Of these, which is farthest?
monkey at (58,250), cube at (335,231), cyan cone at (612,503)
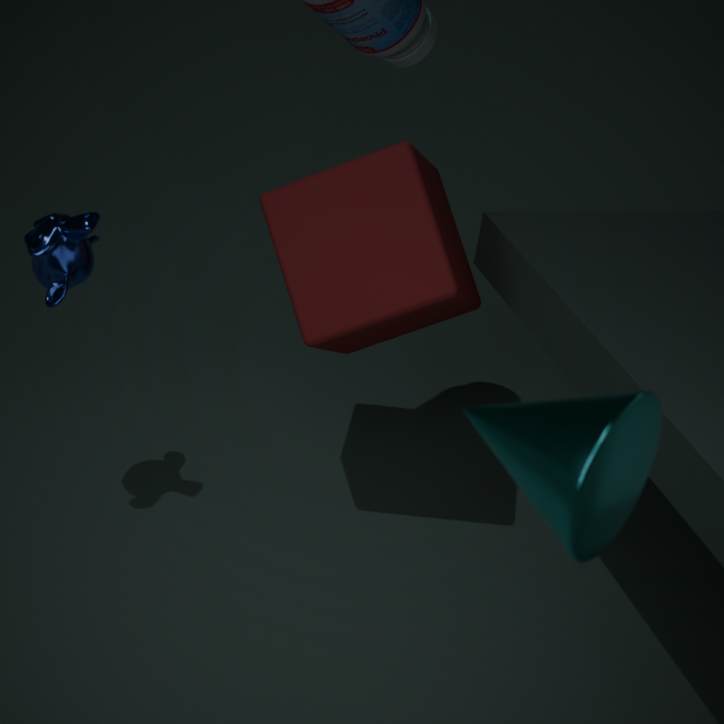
cube at (335,231)
